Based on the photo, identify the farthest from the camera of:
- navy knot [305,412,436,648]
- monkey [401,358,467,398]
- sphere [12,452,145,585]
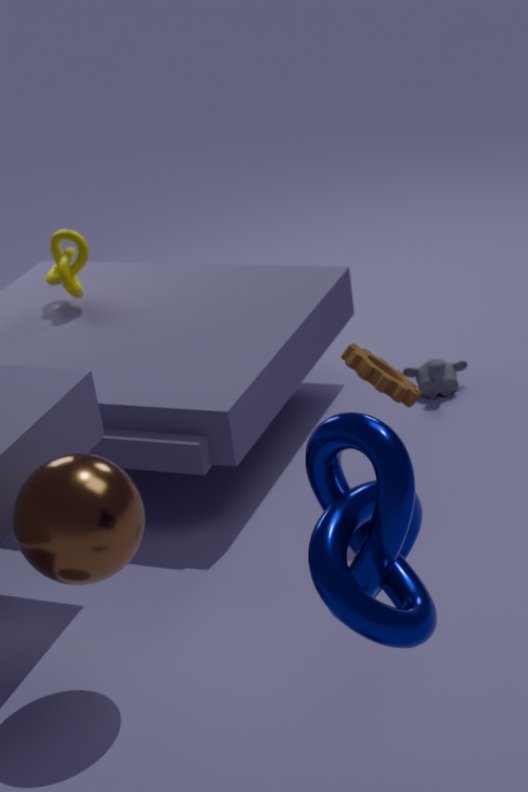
monkey [401,358,467,398]
